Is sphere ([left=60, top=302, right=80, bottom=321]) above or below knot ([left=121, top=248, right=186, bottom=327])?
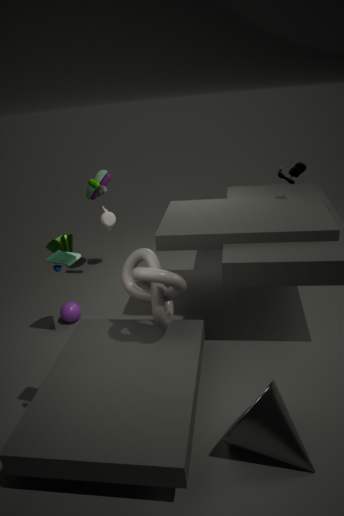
below
